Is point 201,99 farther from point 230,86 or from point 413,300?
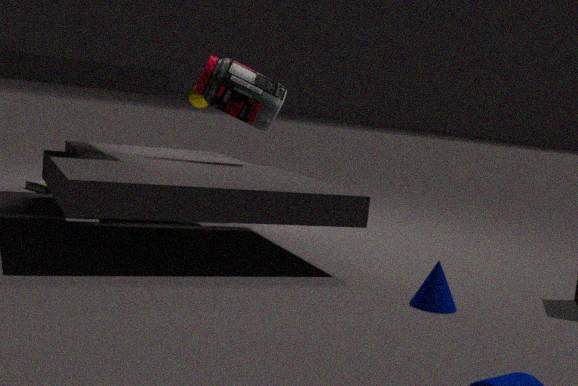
point 413,300
